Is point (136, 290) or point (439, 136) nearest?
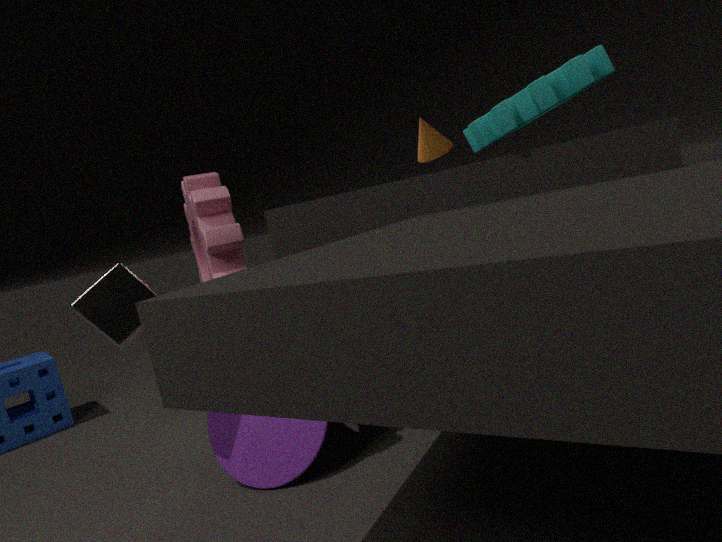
point (136, 290)
